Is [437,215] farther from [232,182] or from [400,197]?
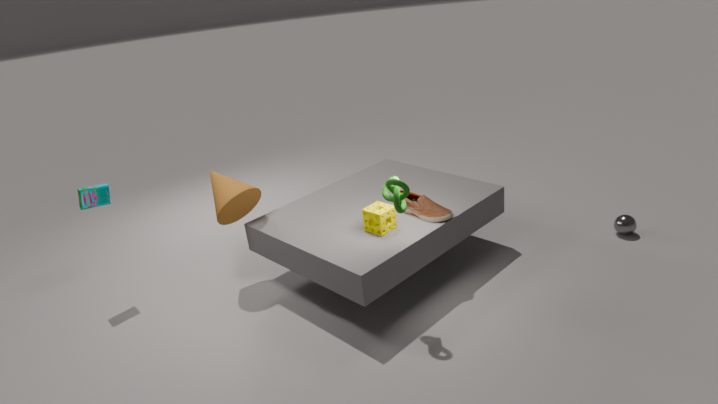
[232,182]
